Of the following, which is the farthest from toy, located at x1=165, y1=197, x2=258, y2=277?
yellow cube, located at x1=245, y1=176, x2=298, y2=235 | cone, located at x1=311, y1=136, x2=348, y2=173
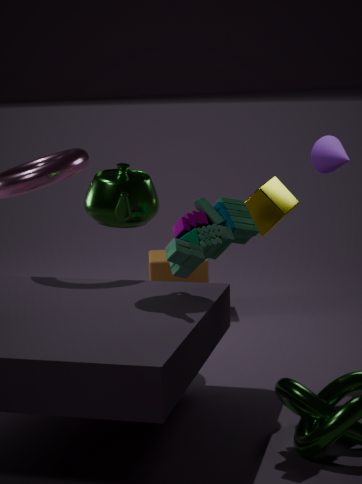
cone, located at x1=311, y1=136, x2=348, y2=173
